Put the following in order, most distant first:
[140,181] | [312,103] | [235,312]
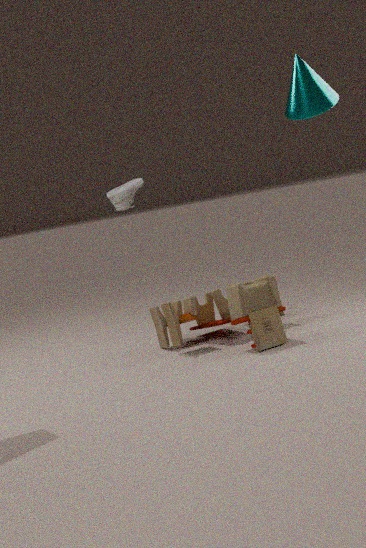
[140,181] → [235,312] → [312,103]
